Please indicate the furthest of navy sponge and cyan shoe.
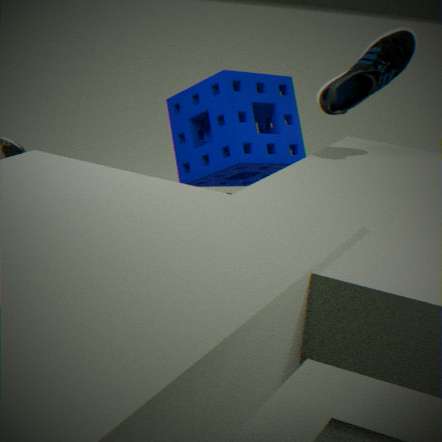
navy sponge
